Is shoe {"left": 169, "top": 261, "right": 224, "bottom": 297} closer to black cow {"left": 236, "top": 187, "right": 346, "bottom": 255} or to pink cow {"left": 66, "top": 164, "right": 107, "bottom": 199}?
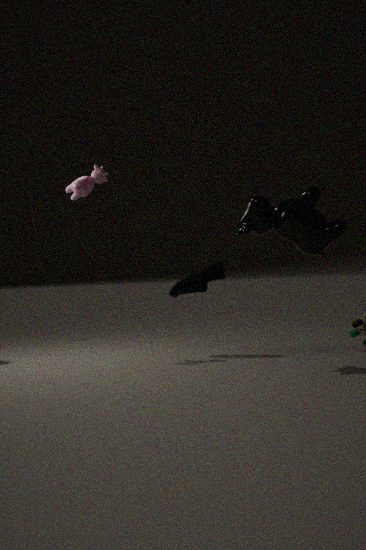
black cow {"left": 236, "top": 187, "right": 346, "bottom": 255}
